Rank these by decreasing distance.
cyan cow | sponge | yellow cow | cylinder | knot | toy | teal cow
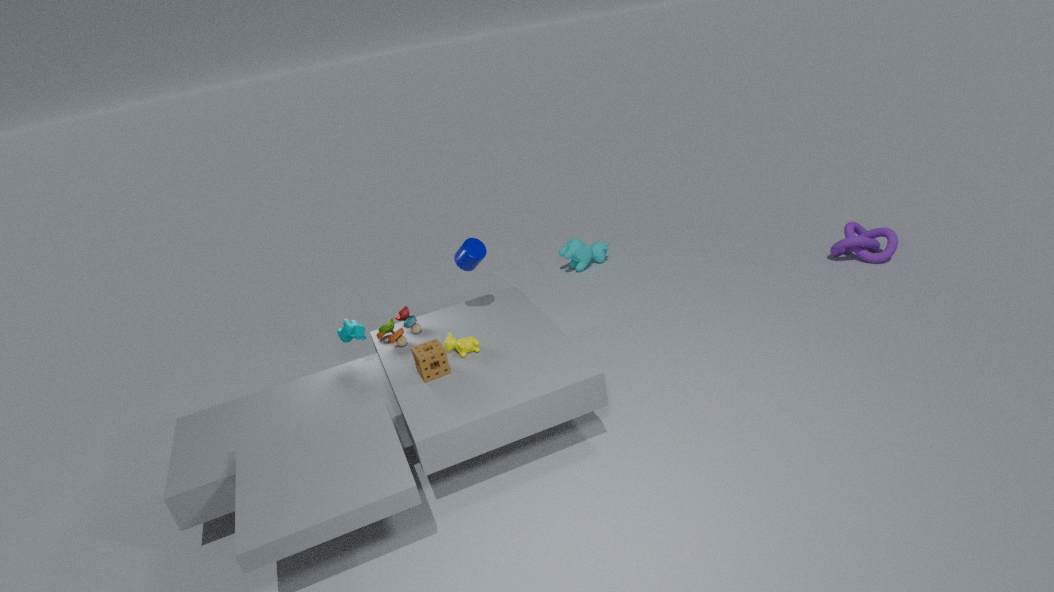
cyan cow
knot
toy
cylinder
teal cow
yellow cow
sponge
